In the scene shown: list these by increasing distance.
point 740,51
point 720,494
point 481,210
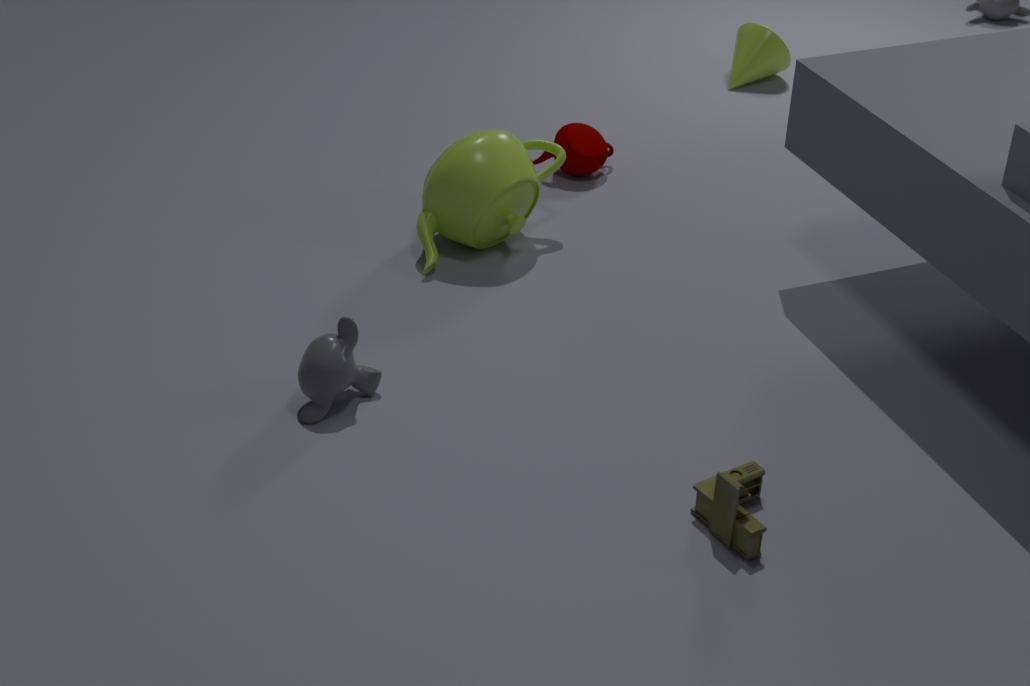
point 720,494 < point 481,210 < point 740,51
